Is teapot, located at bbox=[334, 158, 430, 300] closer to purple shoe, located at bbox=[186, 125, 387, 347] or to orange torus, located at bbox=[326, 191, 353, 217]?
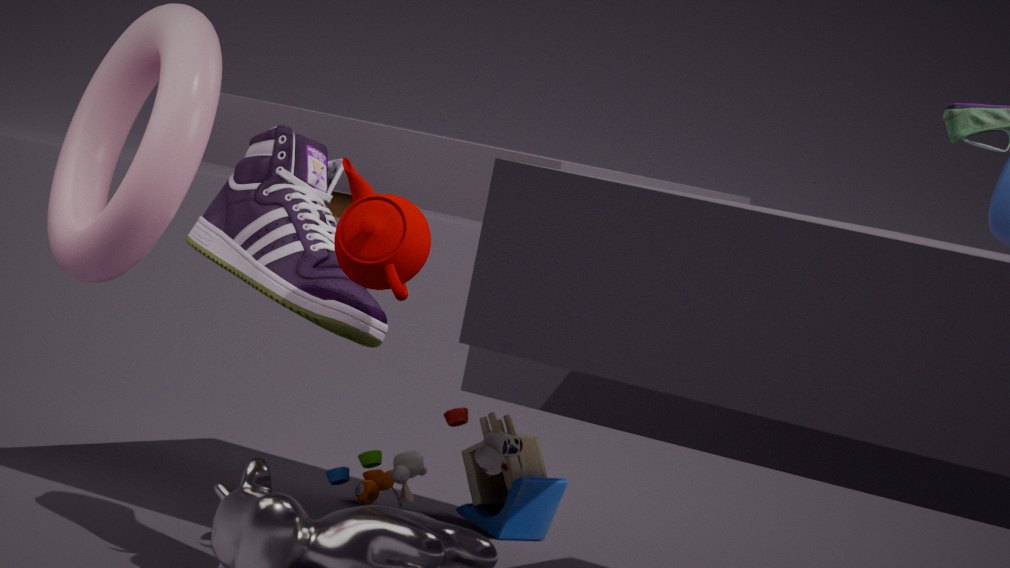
purple shoe, located at bbox=[186, 125, 387, 347]
